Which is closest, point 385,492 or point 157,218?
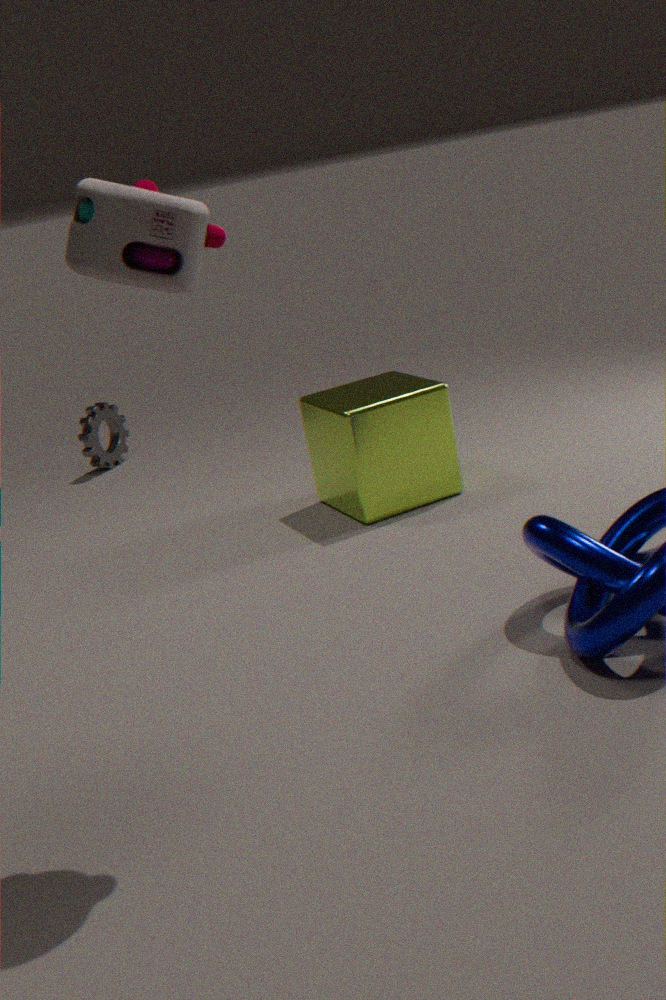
point 157,218
